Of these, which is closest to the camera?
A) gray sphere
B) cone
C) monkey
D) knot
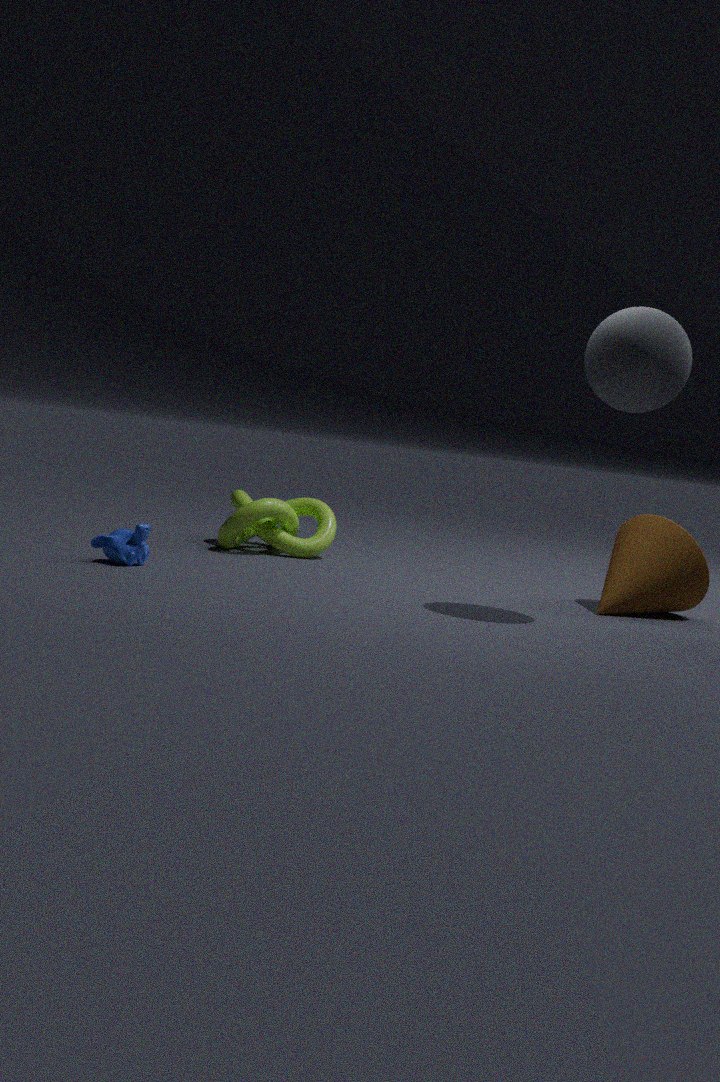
gray sphere
